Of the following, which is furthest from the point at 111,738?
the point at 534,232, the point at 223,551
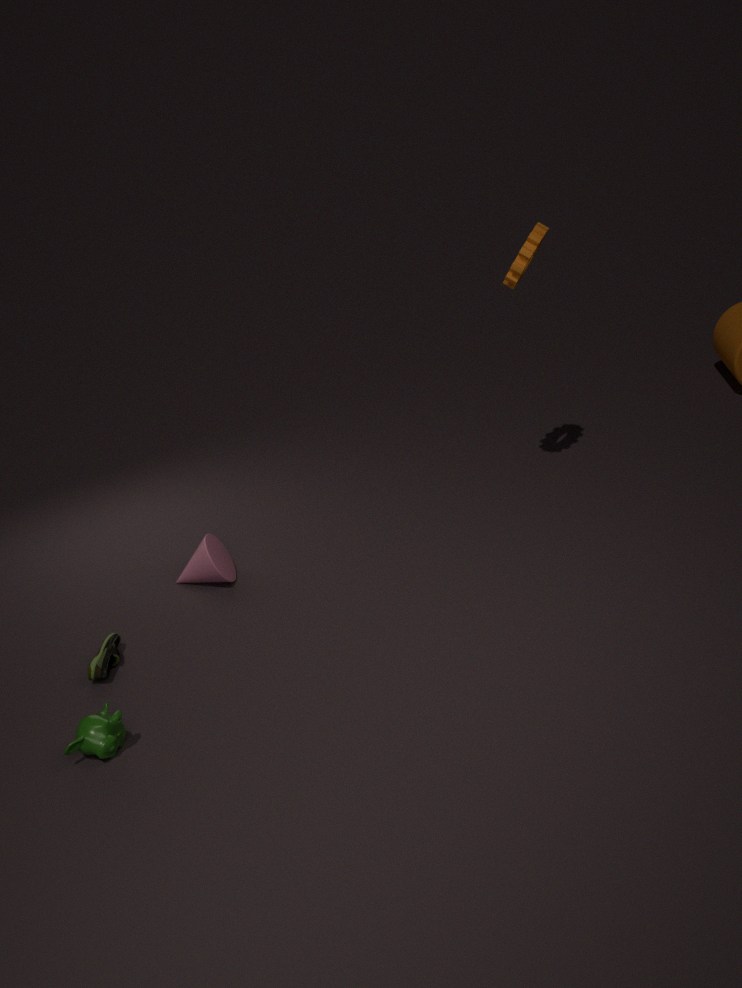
the point at 534,232
